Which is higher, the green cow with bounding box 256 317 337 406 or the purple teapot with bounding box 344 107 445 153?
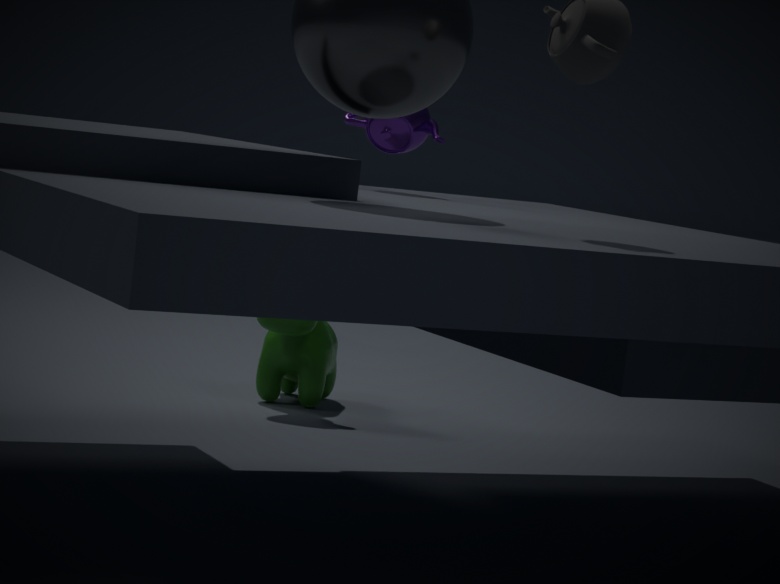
the purple teapot with bounding box 344 107 445 153
